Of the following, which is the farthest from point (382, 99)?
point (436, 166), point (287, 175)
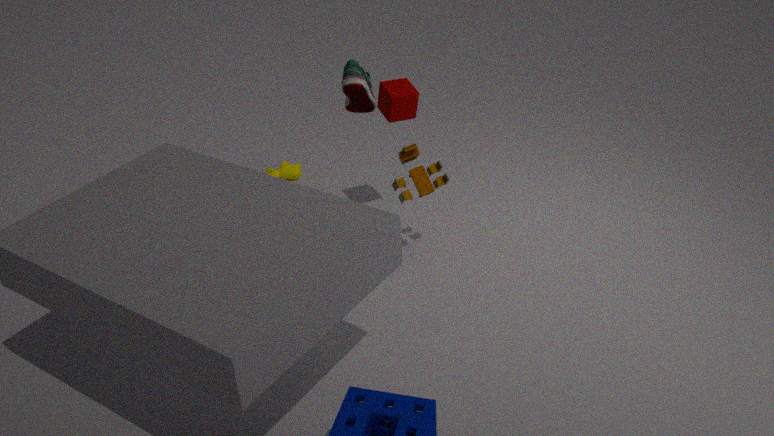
point (287, 175)
